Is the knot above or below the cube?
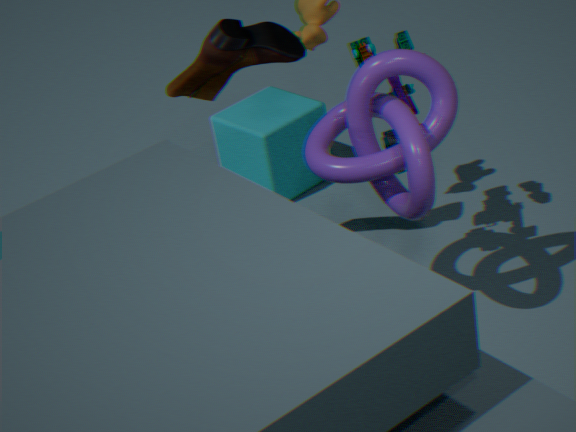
above
